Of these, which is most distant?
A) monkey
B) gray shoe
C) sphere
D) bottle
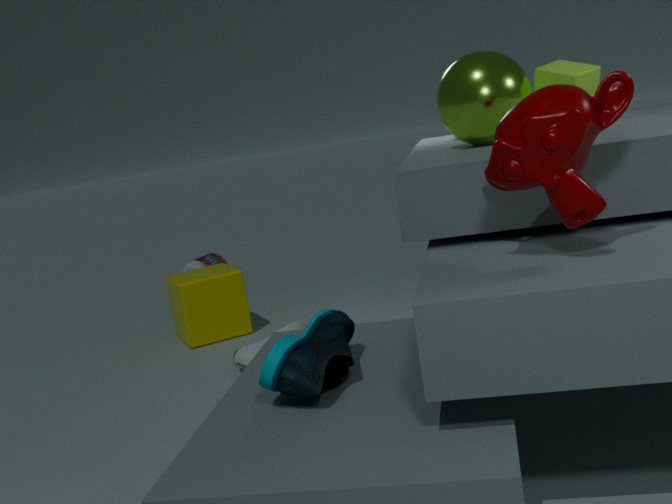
bottle
